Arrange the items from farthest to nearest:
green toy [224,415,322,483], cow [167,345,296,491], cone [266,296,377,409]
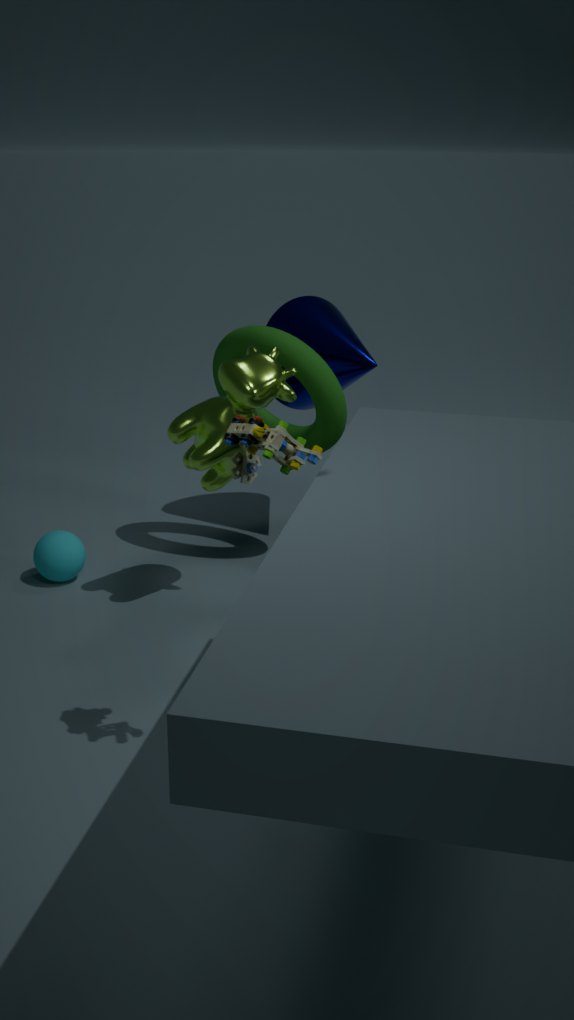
1. cone [266,296,377,409]
2. cow [167,345,296,491]
3. green toy [224,415,322,483]
